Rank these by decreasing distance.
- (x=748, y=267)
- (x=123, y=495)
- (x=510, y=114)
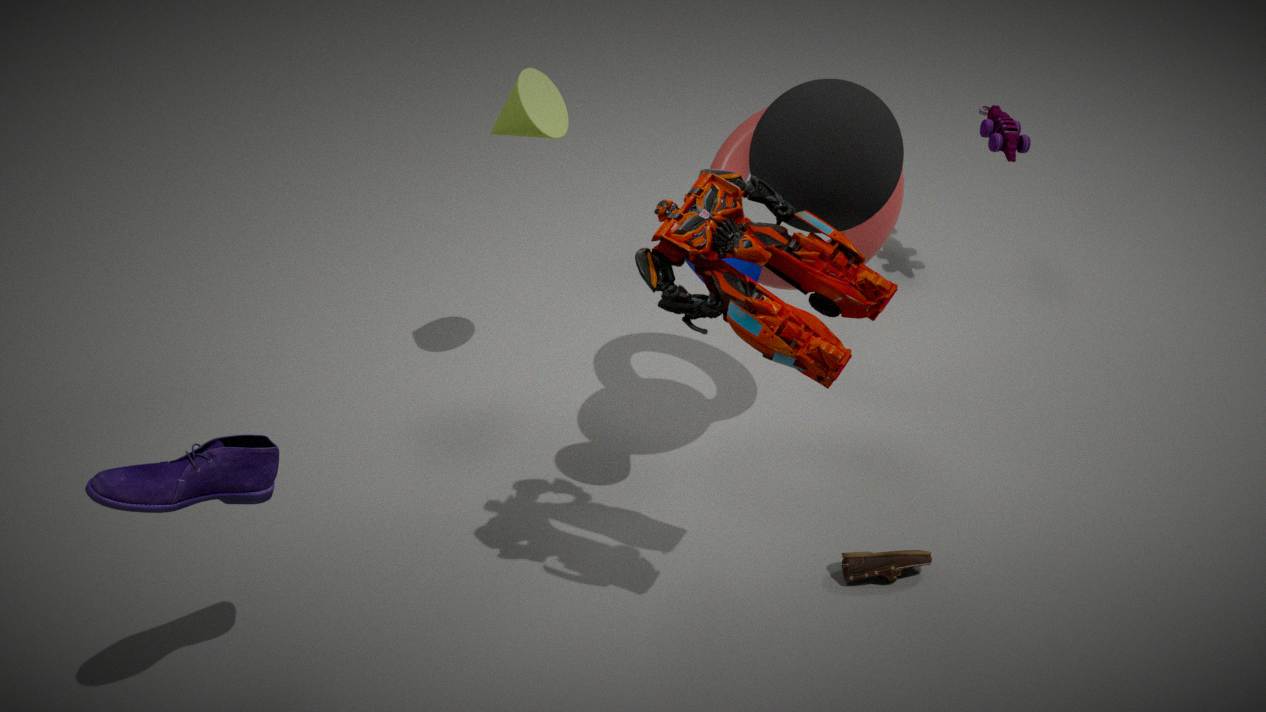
(x=510, y=114), (x=748, y=267), (x=123, y=495)
